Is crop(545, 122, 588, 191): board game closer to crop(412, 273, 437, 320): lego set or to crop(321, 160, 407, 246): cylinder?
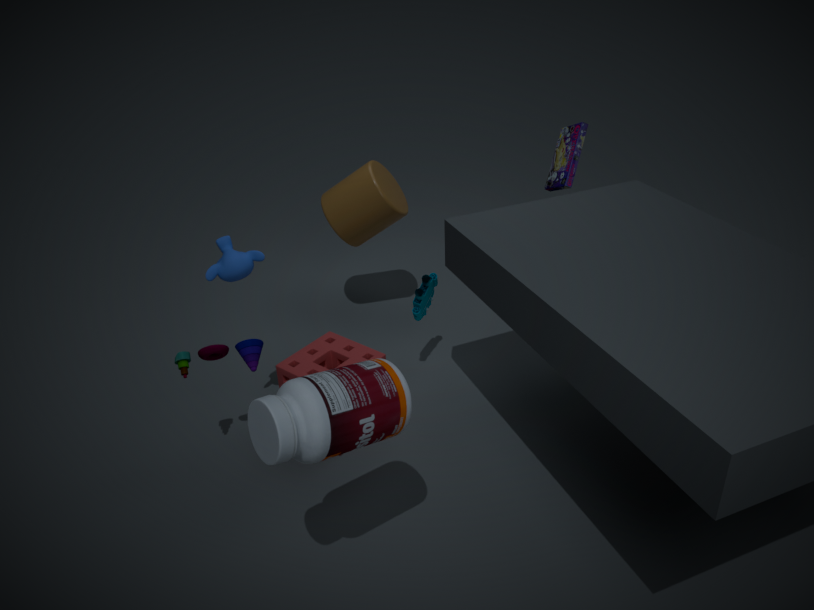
crop(321, 160, 407, 246): cylinder
